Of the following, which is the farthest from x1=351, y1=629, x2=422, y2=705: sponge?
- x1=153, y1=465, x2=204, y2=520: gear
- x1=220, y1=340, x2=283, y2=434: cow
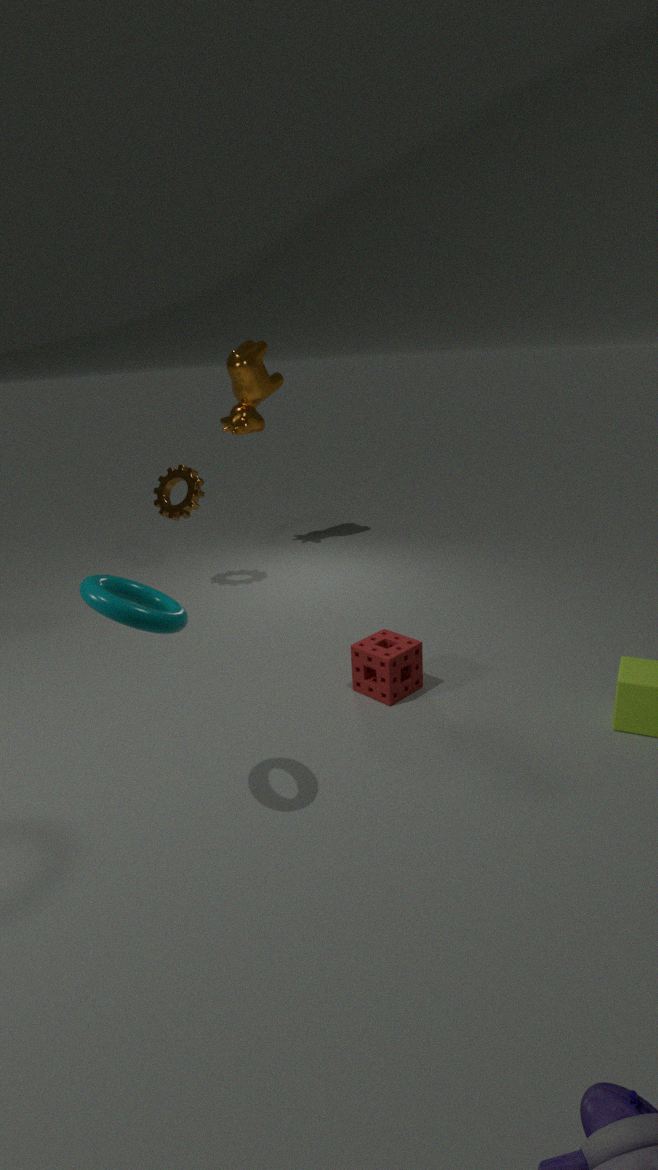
x1=220, y1=340, x2=283, y2=434: cow
